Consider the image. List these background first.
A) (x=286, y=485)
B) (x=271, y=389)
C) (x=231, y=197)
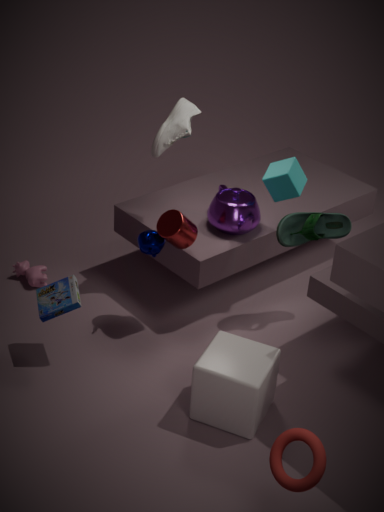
1. (x=231, y=197)
2. (x=271, y=389)
3. (x=286, y=485)
